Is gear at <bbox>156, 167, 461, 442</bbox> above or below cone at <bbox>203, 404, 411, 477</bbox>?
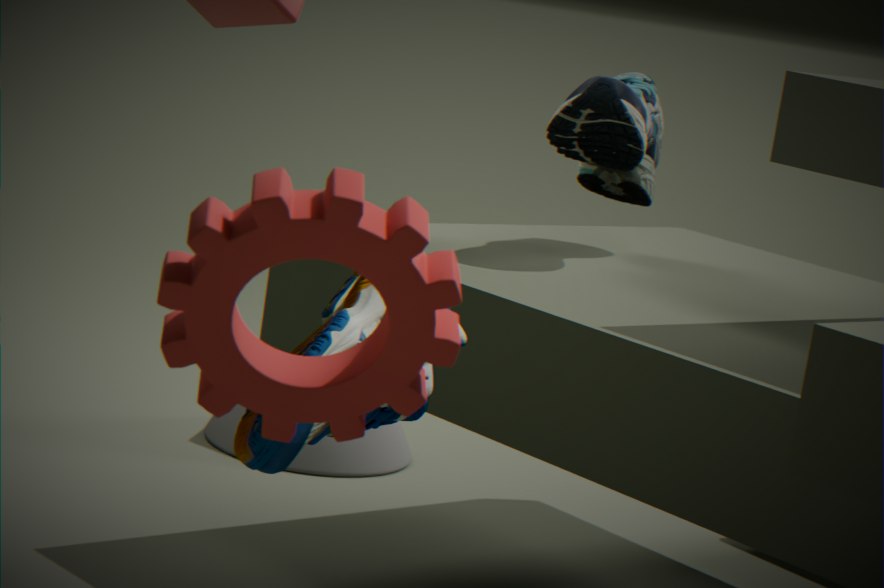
above
